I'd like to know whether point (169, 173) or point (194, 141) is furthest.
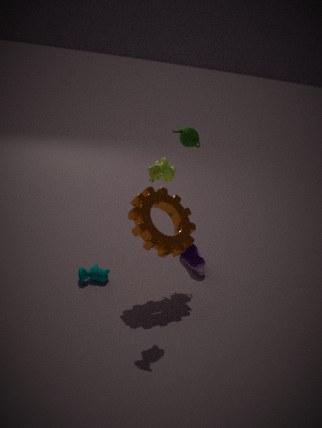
point (194, 141)
